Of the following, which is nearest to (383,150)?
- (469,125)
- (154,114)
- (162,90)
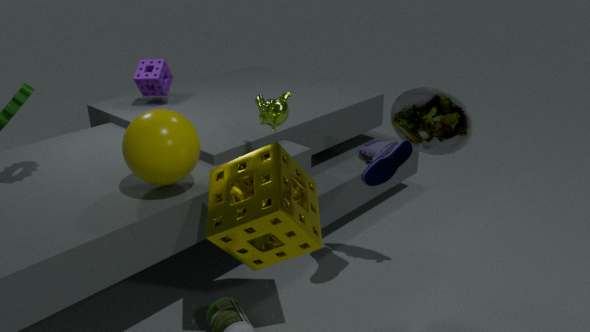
(469,125)
